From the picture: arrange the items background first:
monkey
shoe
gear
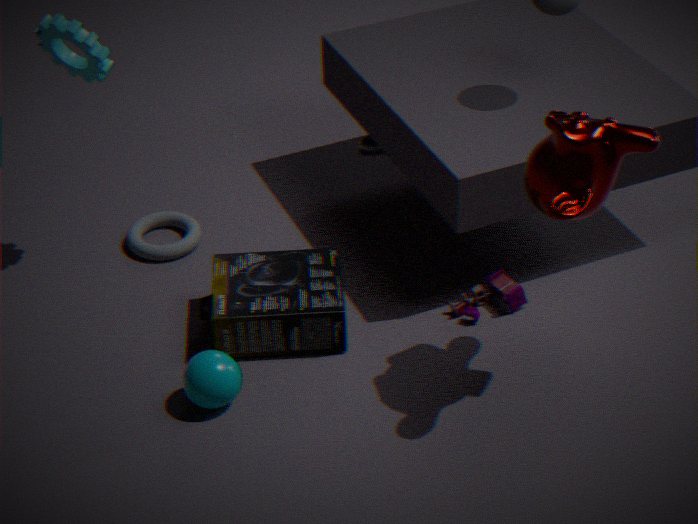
shoe
gear
monkey
